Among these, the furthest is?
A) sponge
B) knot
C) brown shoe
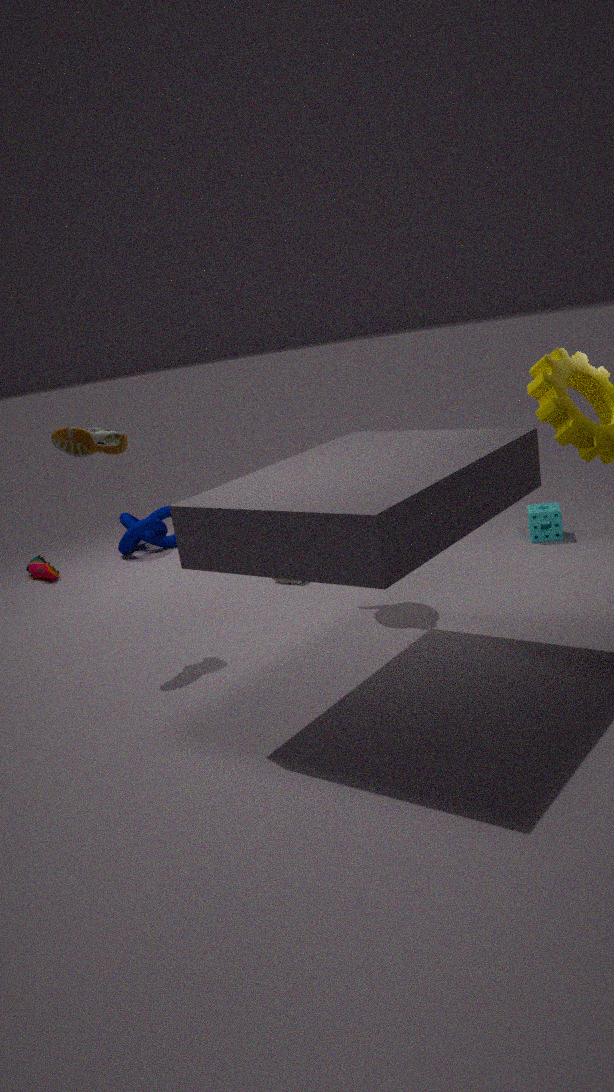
knot
